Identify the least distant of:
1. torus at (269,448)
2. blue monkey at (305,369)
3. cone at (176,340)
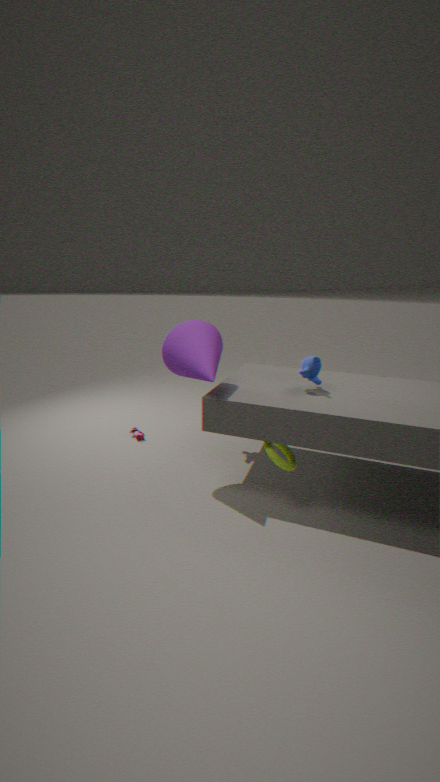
cone at (176,340)
